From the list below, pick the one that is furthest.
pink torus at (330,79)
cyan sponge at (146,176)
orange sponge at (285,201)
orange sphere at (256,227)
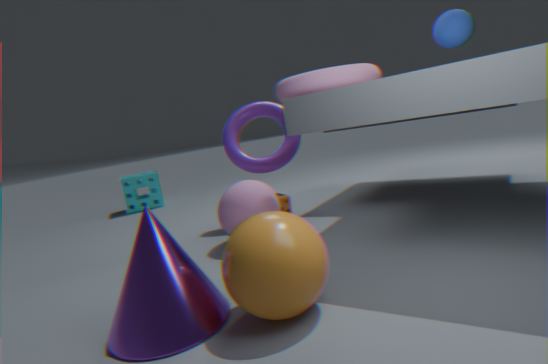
cyan sponge at (146,176)
